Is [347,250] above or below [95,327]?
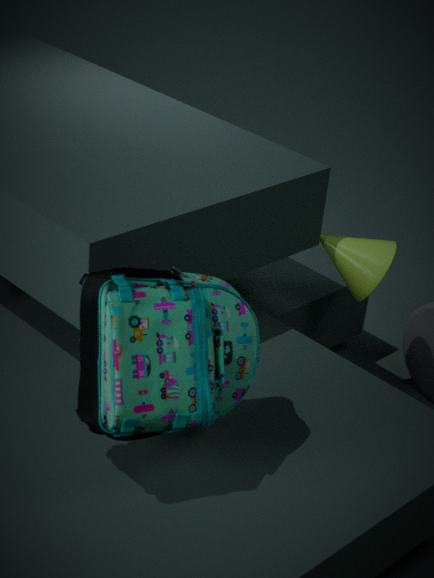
below
